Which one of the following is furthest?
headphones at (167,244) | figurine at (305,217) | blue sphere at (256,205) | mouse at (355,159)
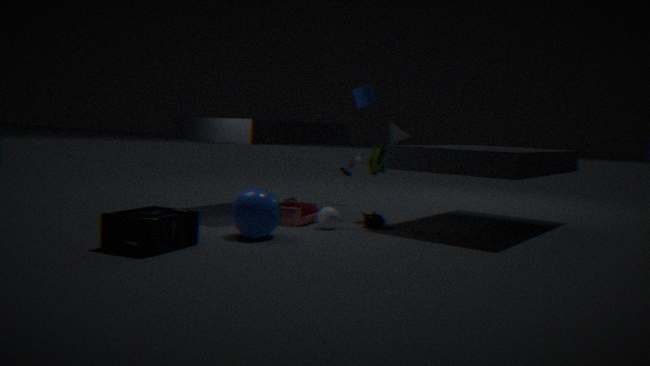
mouse at (355,159)
